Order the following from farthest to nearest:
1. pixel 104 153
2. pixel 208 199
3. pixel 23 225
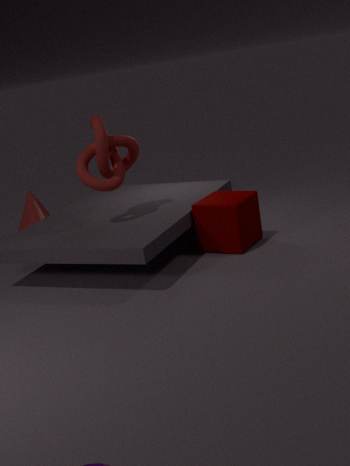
1. pixel 23 225
2. pixel 208 199
3. pixel 104 153
